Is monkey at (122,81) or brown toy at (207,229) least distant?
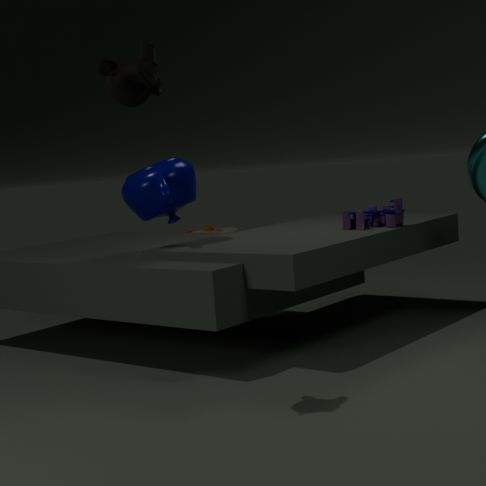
monkey at (122,81)
